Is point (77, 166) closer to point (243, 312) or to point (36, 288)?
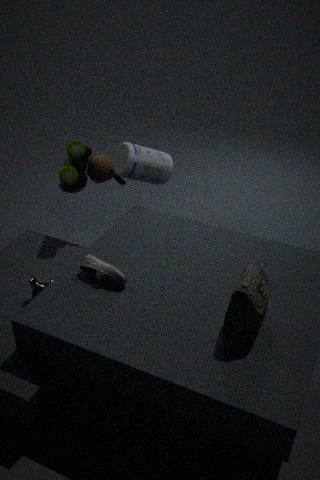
point (36, 288)
